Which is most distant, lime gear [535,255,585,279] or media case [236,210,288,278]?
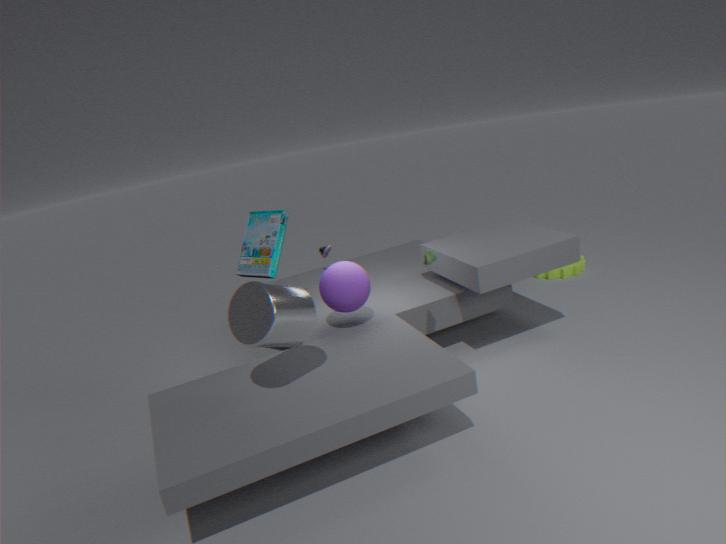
lime gear [535,255,585,279]
